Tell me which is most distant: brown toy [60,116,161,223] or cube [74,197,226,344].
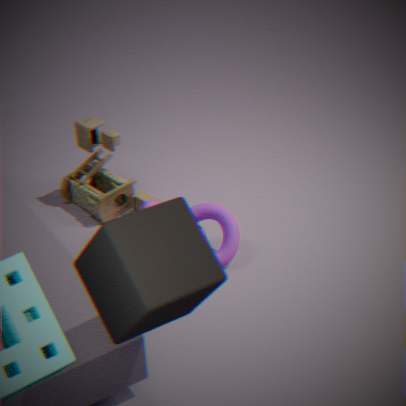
brown toy [60,116,161,223]
